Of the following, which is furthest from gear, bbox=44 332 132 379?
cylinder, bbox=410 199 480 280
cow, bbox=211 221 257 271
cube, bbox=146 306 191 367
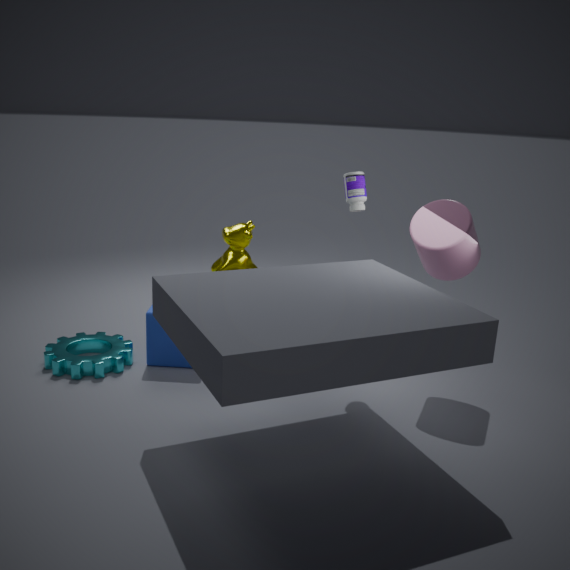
cylinder, bbox=410 199 480 280
